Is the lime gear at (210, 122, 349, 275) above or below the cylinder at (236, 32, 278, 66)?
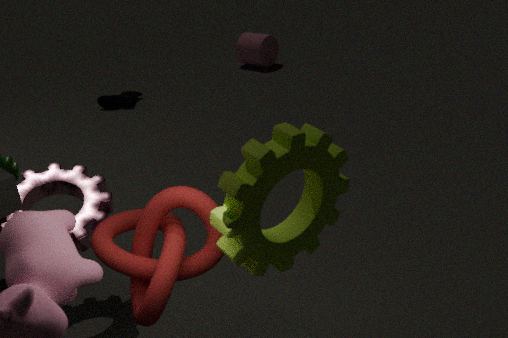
above
